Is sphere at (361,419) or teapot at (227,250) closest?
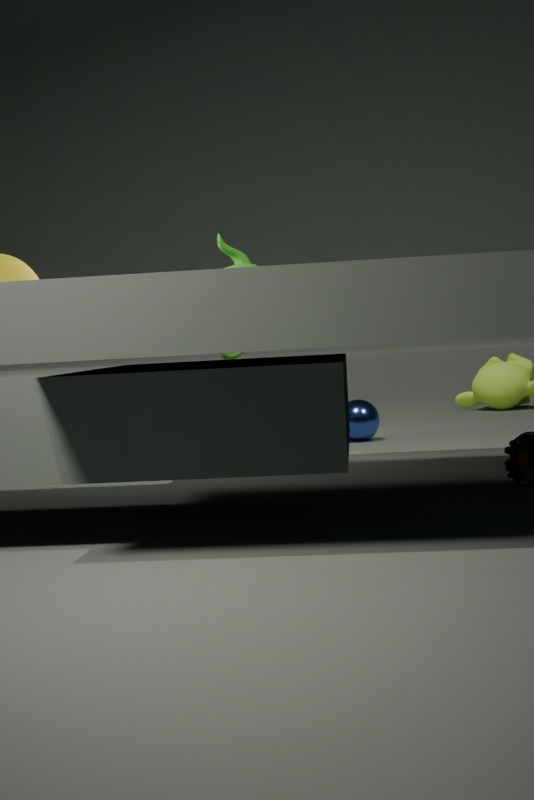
teapot at (227,250)
